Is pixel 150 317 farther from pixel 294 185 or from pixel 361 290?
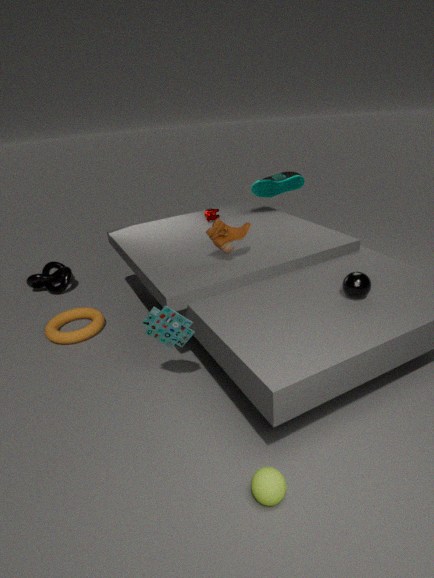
pixel 294 185
